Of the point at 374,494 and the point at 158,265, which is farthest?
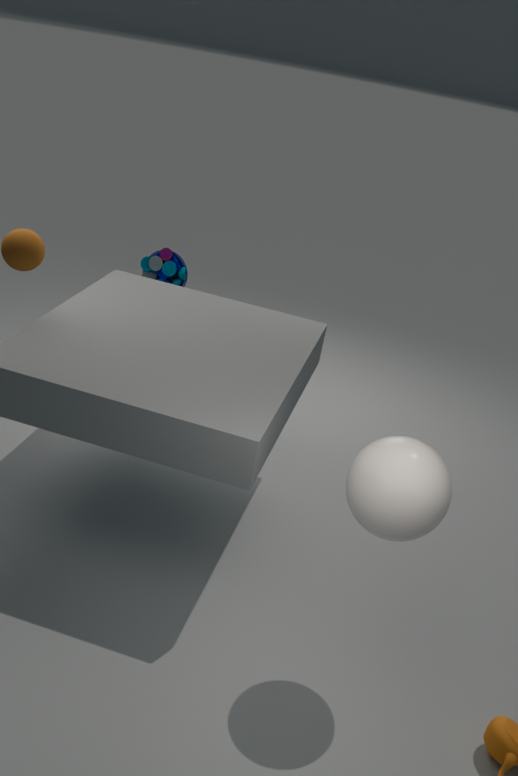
the point at 158,265
